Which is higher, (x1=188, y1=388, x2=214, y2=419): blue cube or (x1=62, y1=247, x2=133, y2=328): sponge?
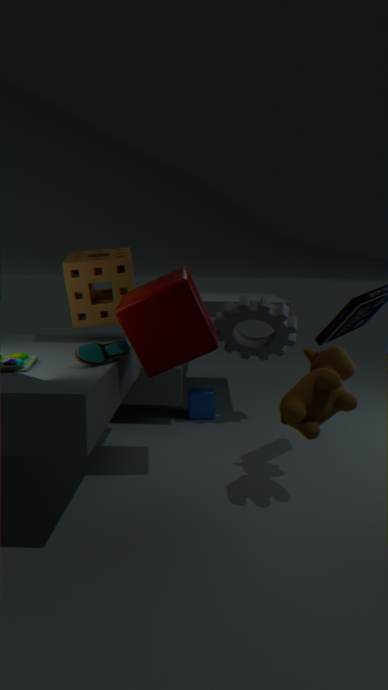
(x1=62, y1=247, x2=133, y2=328): sponge
